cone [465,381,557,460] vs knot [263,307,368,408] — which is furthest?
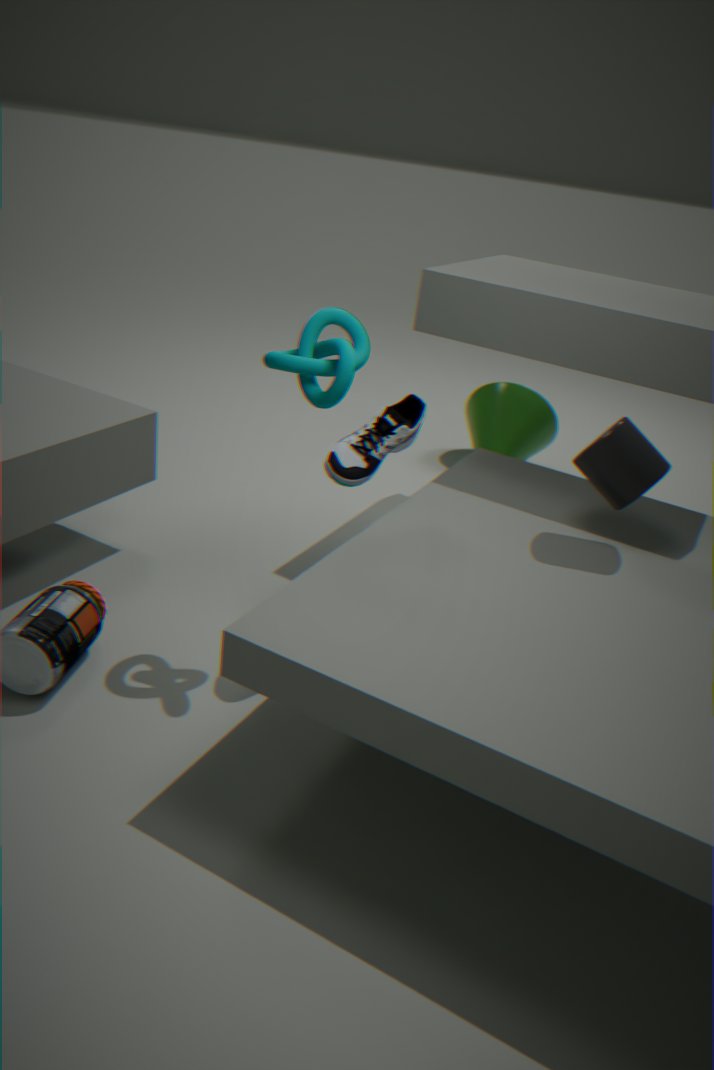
cone [465,381,557,460]
